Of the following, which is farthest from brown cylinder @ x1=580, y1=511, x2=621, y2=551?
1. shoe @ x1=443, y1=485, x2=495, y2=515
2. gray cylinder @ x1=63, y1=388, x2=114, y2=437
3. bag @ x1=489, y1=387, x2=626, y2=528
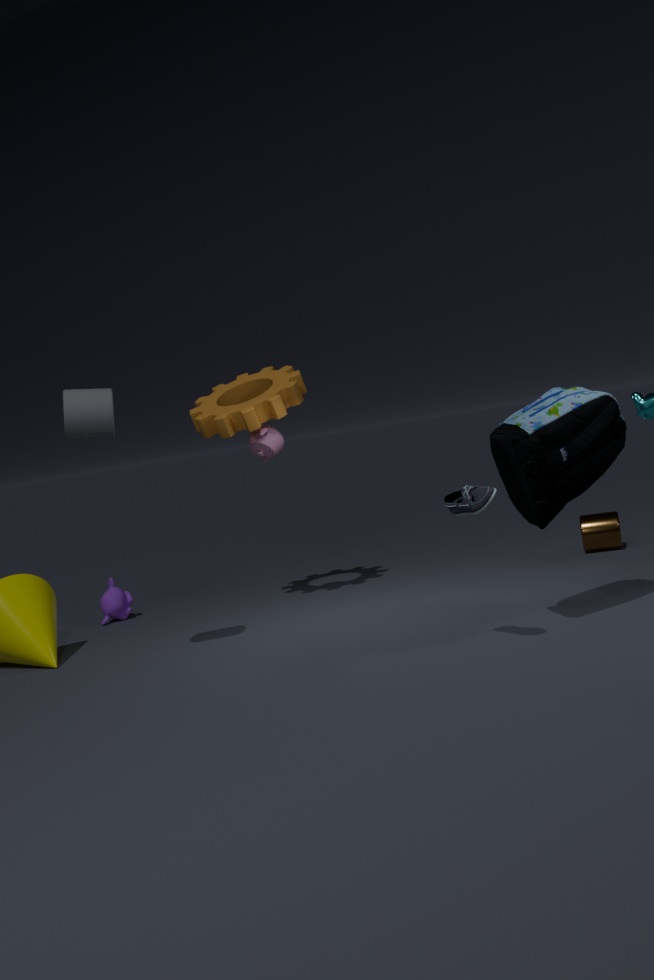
gray cylinder @ x1=63, y1=388, x2=114, y2=437
